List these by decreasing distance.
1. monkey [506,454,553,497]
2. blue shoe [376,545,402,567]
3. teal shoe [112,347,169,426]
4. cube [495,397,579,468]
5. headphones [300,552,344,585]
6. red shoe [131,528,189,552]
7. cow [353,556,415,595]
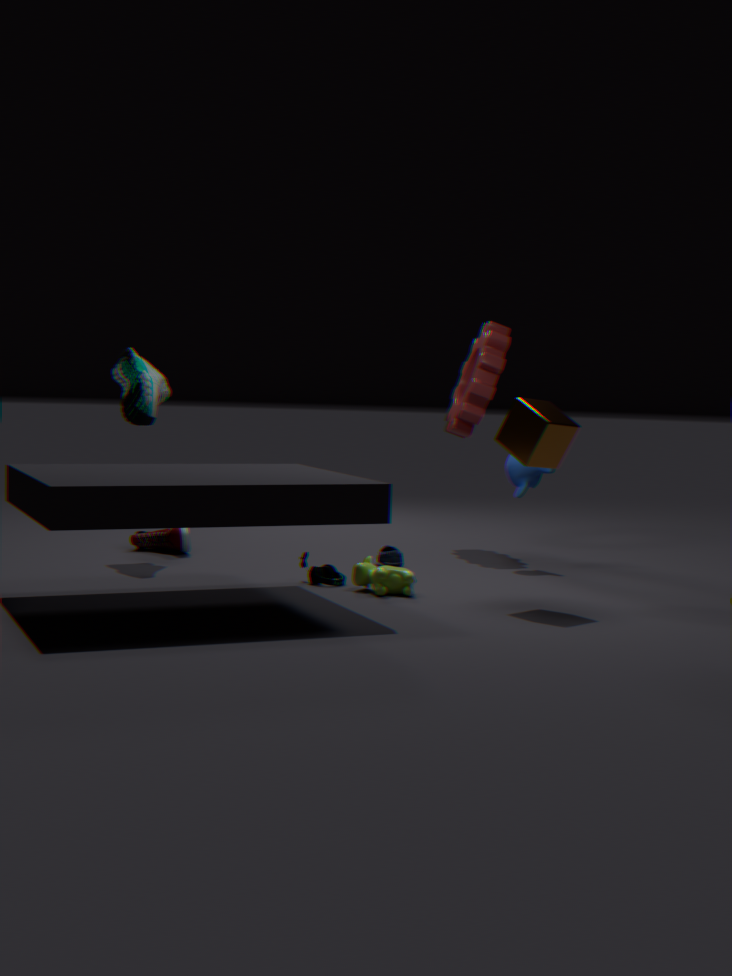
red shoe [131,528,189,552] < monkey [506,454,553,497] < blue shoe [376,545,402,567] < teal shoe [112,347,169,426] < headphones [300,552,344,585] < cow [353,556,415,595] < cube [495,397,579,468]
